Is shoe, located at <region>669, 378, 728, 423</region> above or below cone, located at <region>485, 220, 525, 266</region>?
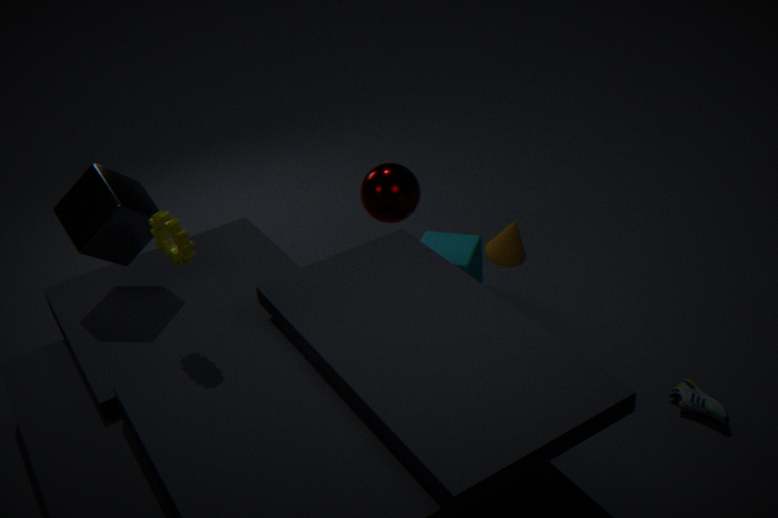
below
